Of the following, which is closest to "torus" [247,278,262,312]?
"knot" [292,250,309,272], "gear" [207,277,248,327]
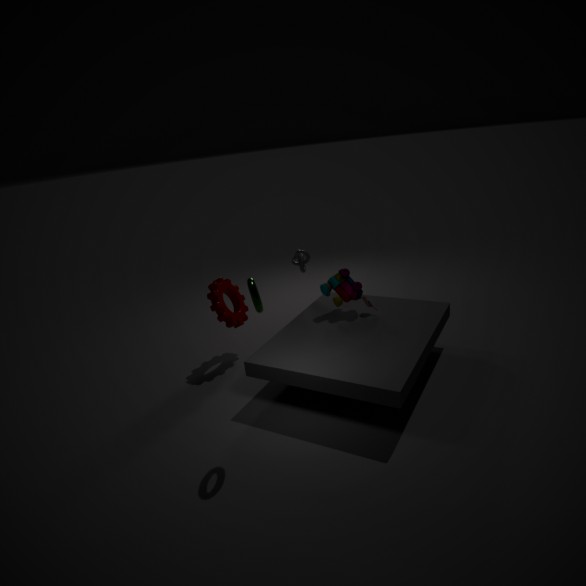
"gear" [207,277,248,327]
